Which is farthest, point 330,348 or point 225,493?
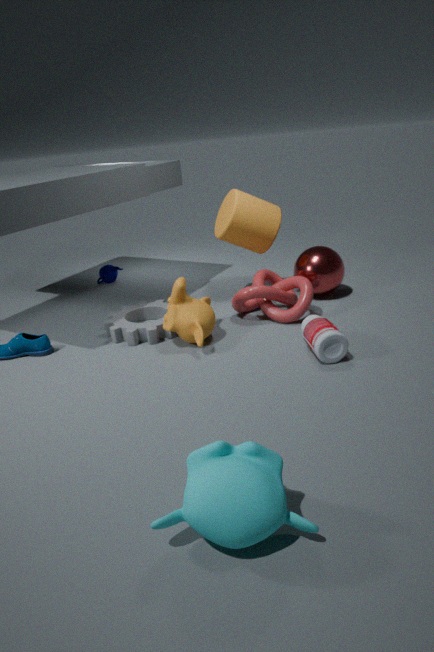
point 330,348
